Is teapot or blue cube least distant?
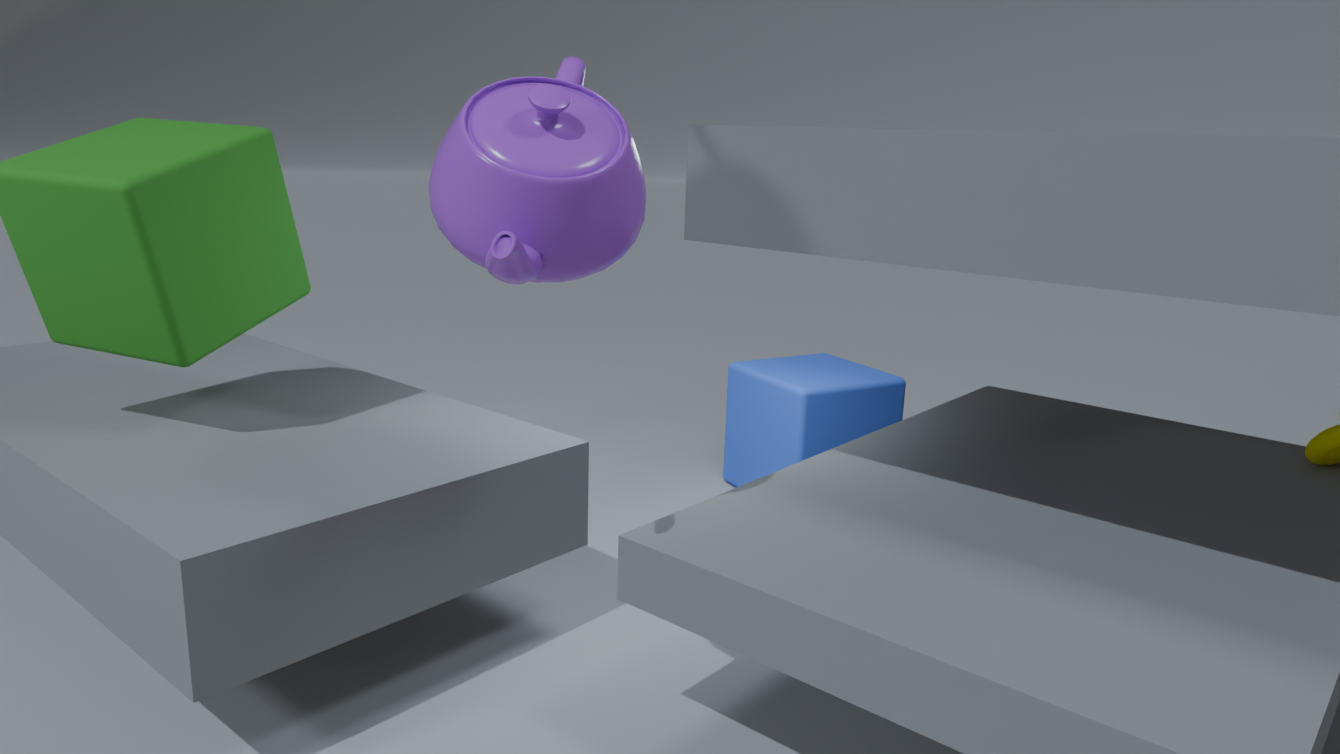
teapot
